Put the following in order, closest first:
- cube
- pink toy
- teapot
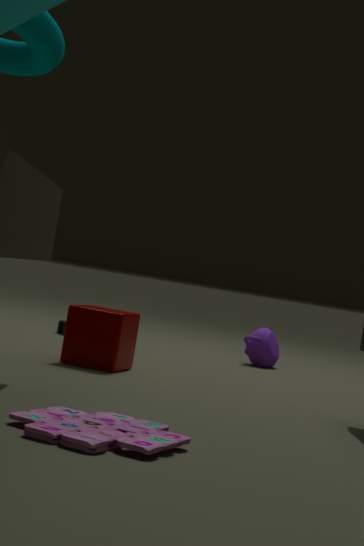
pink toy → cube → teapot
